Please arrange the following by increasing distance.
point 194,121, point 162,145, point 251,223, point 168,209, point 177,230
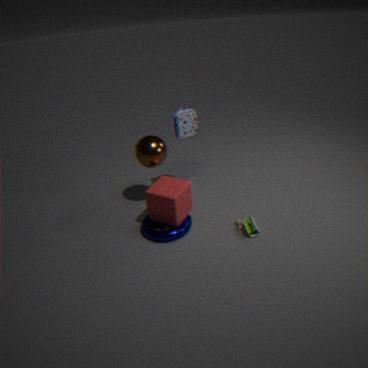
1. point 168,209
2. point 177,230
3. point 251,223
4. point 162,145
5. point 194,121
